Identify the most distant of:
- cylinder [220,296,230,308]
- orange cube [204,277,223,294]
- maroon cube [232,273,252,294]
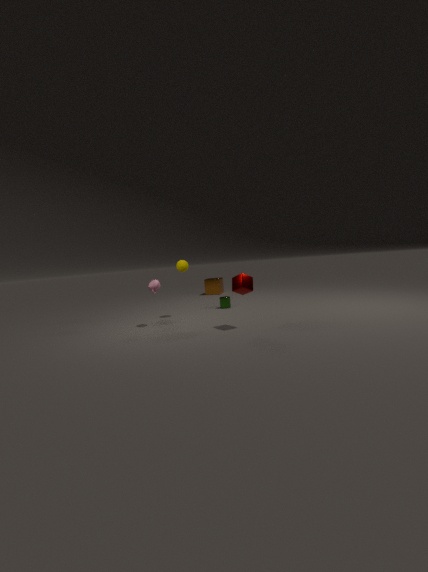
orange cube [204,277,223,294]
